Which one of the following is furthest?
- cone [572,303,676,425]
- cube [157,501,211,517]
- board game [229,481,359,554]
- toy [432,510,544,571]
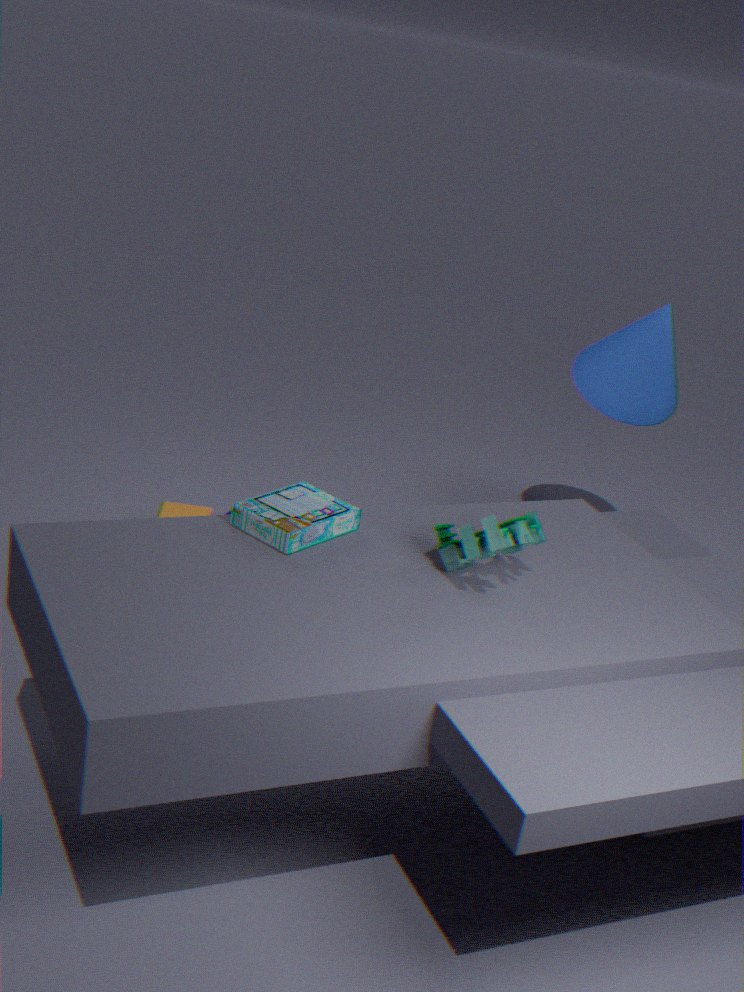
cone [572,303,676,425]
